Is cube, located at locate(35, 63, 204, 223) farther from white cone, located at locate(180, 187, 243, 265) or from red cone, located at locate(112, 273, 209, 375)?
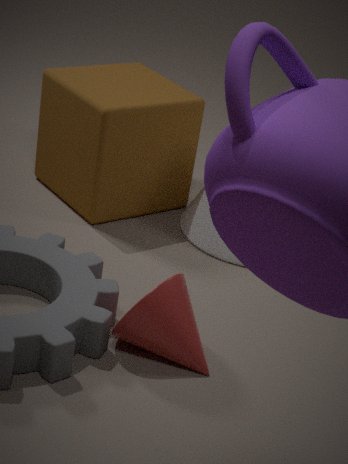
red cone, located at locate(112, 273, 209, 375)
